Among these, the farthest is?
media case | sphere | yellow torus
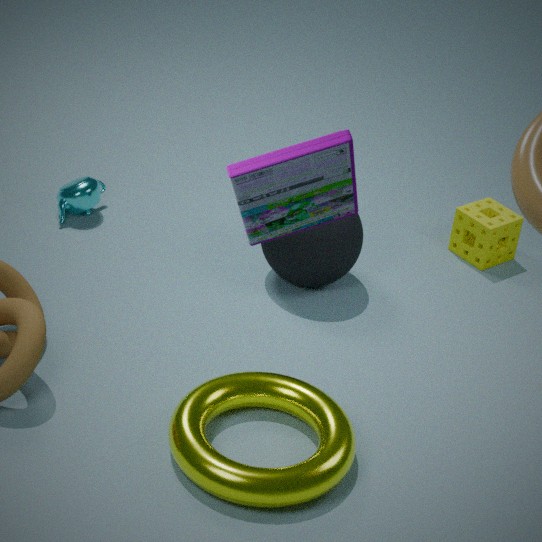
sphere
